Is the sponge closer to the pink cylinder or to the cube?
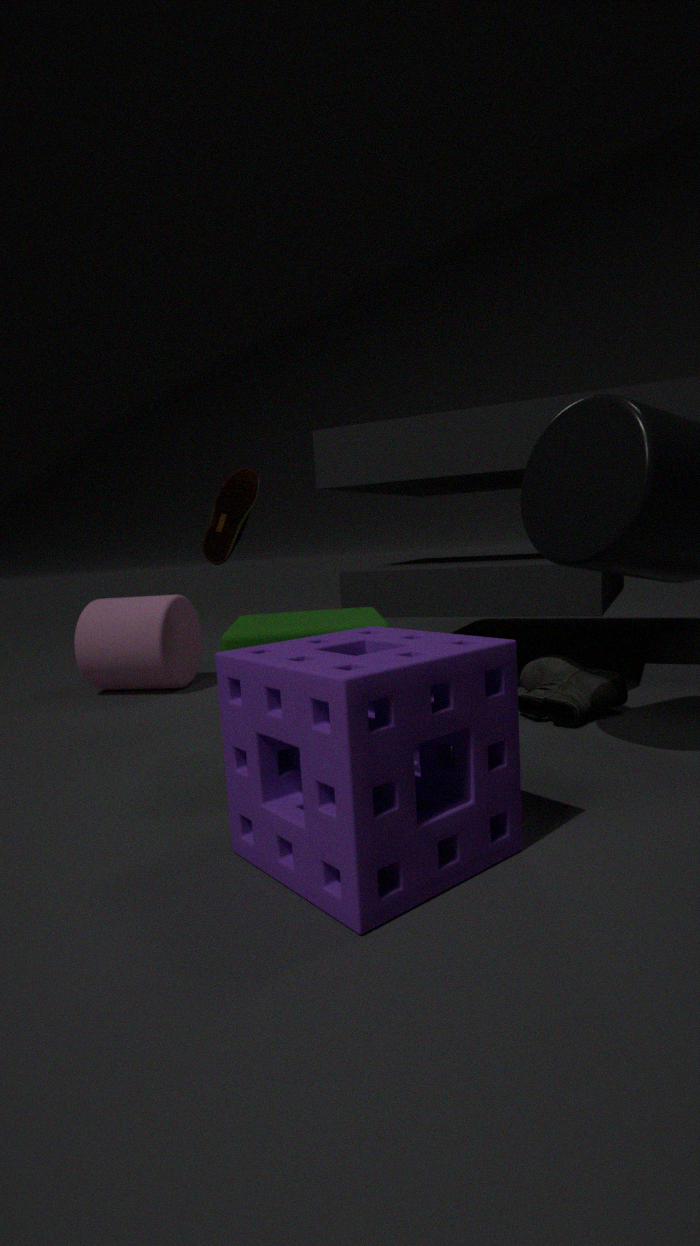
the cube
